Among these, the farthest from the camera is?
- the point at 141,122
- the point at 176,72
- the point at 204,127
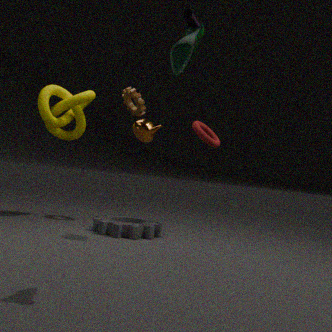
the point at 204,127
